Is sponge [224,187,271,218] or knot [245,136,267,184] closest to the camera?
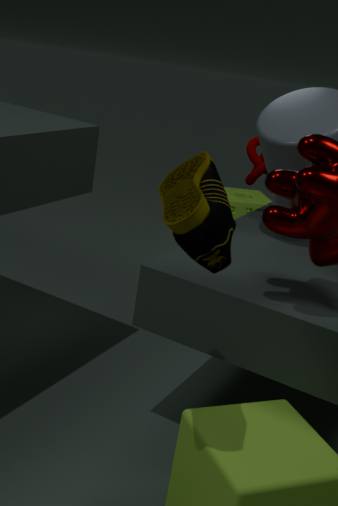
knot [245,136,267,184]
